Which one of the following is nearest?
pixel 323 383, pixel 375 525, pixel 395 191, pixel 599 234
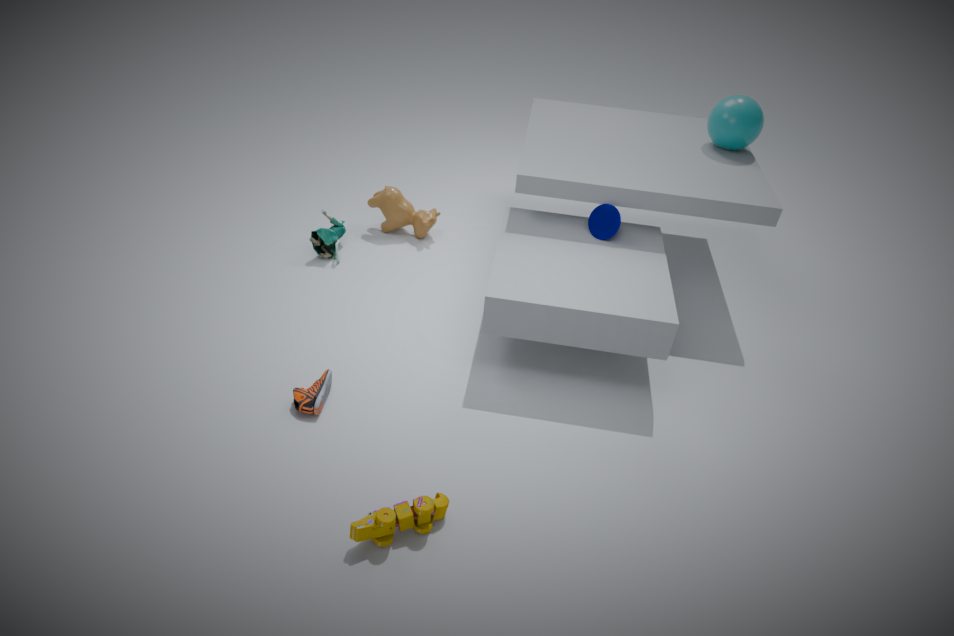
pixel 375 525
